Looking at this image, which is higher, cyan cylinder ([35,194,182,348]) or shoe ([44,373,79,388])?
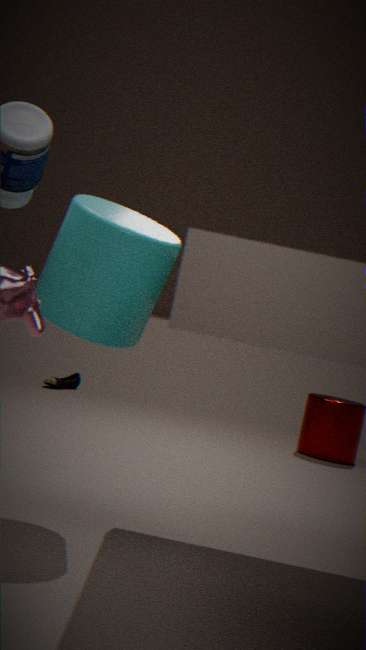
cyan cylinder ([35,194,182,348])
